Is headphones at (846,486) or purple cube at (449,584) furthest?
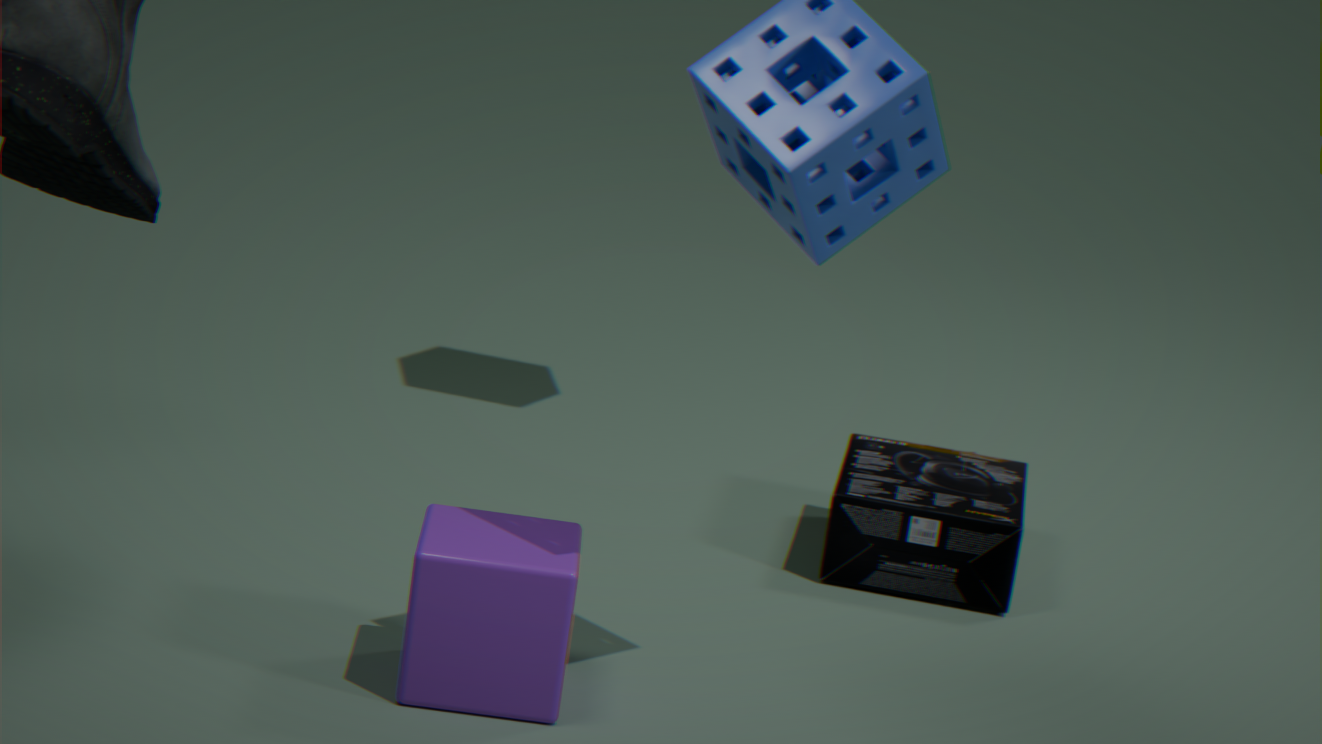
headphones at (846,486)
